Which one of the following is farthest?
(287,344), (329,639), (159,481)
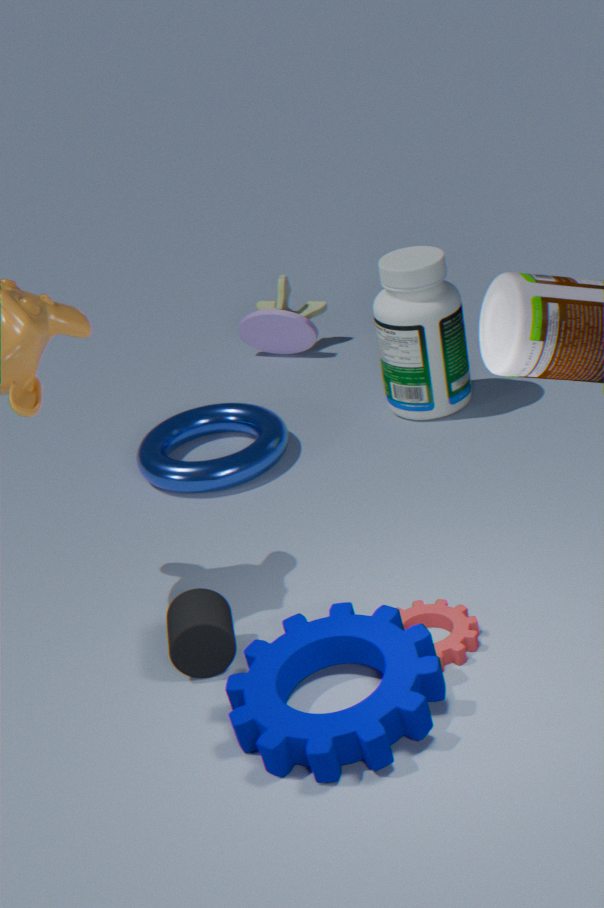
(287,344)
